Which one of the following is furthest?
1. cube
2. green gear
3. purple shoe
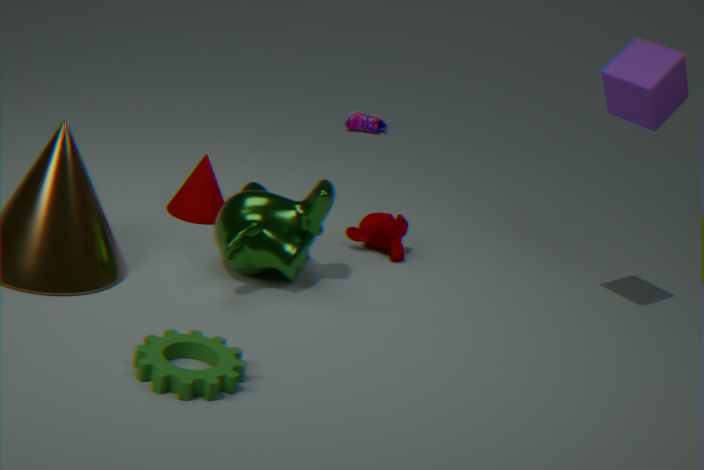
purple shoe
